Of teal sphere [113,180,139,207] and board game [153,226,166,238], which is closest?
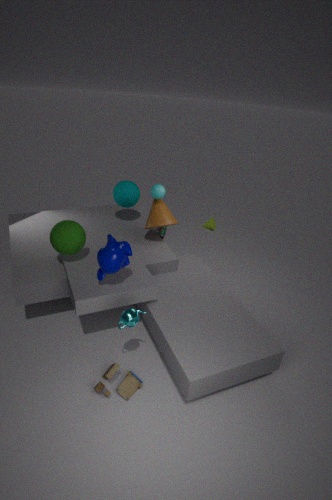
teal sphere [113,180,139,207]
